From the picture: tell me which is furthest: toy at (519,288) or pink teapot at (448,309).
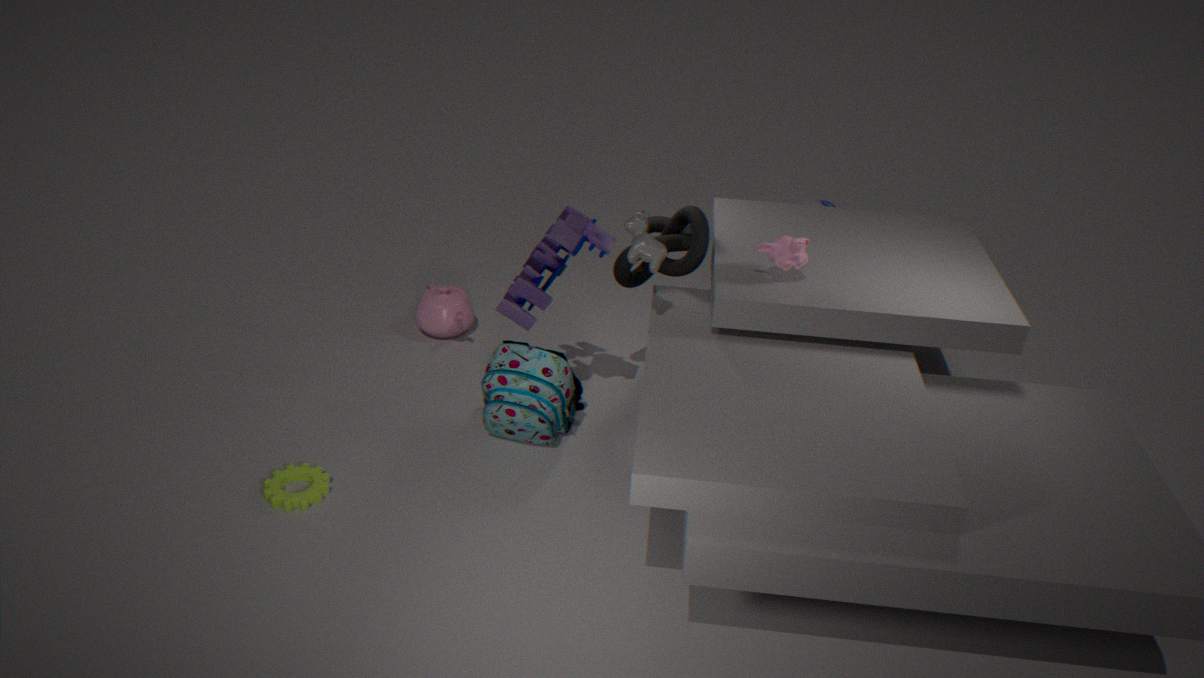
pink teapot at (448,309)
